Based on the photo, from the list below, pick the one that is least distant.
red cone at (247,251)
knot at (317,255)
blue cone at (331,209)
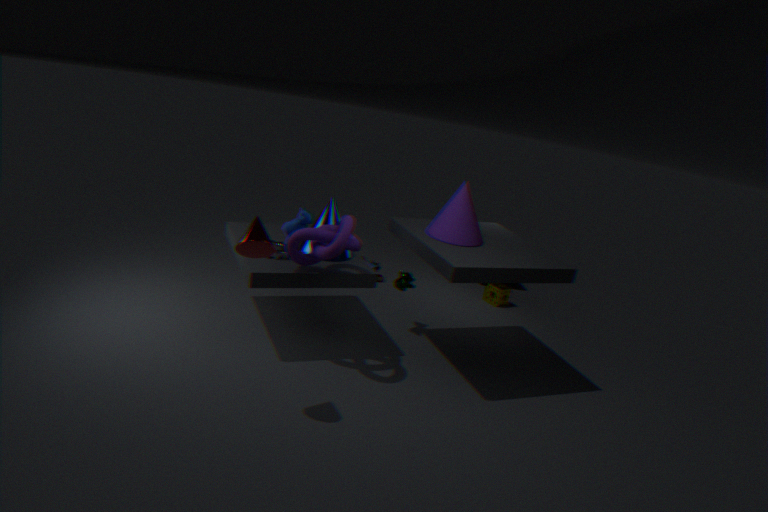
red cone at (247,251)
